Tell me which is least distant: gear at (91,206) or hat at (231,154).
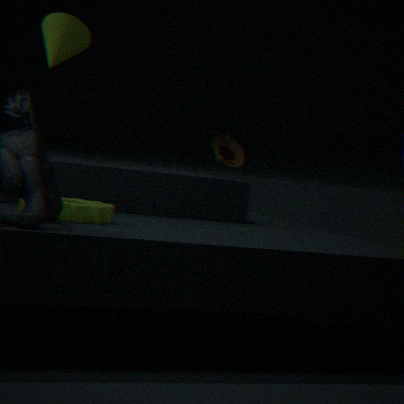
gear at (91,206)
